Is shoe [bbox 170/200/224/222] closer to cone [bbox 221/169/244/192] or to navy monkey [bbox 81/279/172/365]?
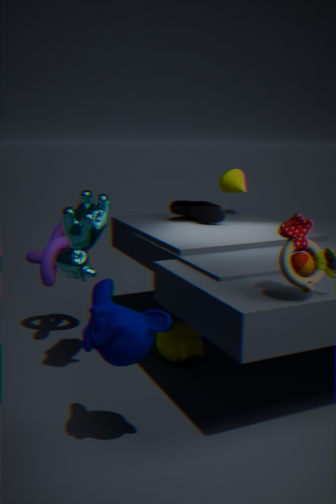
cone [bbox 221/169/244/192]
